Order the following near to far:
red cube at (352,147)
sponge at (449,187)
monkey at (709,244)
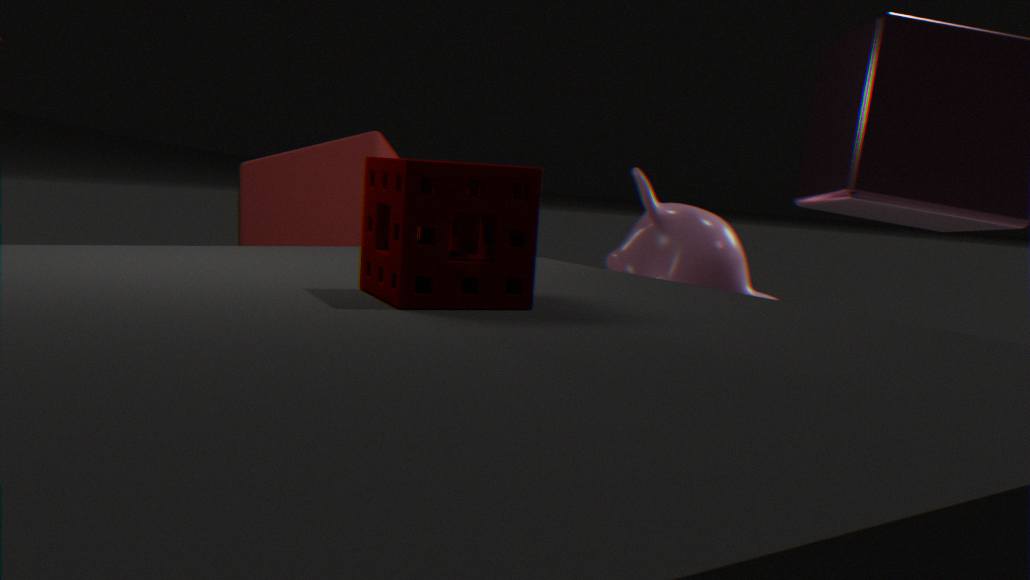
sponge at (449,187), red cube at (352,147), monkey at (709,244)
